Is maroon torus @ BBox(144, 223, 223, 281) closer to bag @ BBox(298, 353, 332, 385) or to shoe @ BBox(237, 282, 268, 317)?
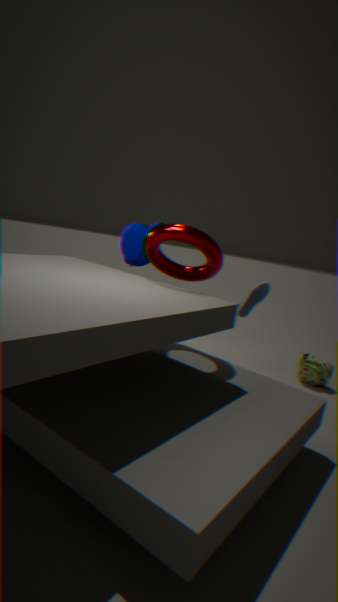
shoe @ BBox(237, 282, 268, 317)
